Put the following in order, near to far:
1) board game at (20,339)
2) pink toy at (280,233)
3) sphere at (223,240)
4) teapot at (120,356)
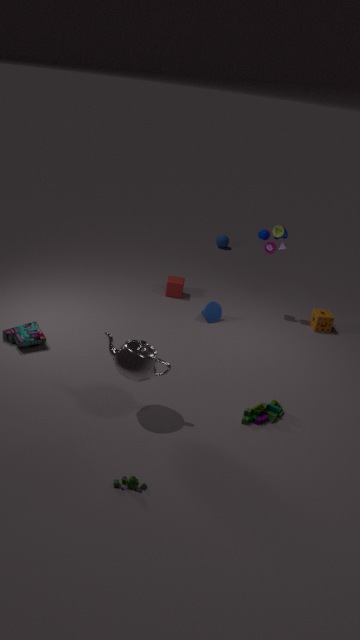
4. teapot at (120,356)
1. board game at (20,339)
2. pink toy at (280,233)
3. sphere at (223,240)
